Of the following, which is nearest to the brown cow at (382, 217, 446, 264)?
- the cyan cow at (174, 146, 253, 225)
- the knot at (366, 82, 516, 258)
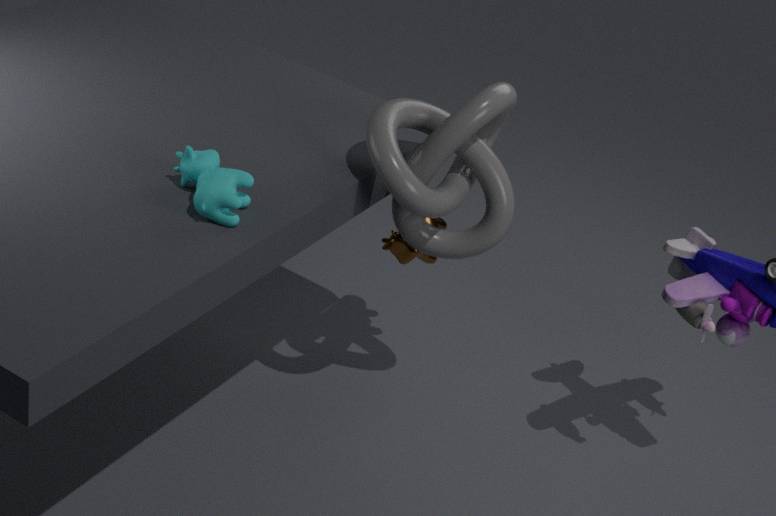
the knot at (366, 82, 516, 258)
